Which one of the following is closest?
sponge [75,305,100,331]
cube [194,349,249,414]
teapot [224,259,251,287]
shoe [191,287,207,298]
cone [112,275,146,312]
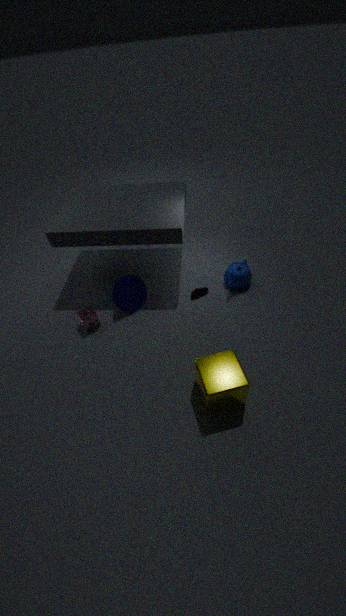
cube [194,349,249,414]
